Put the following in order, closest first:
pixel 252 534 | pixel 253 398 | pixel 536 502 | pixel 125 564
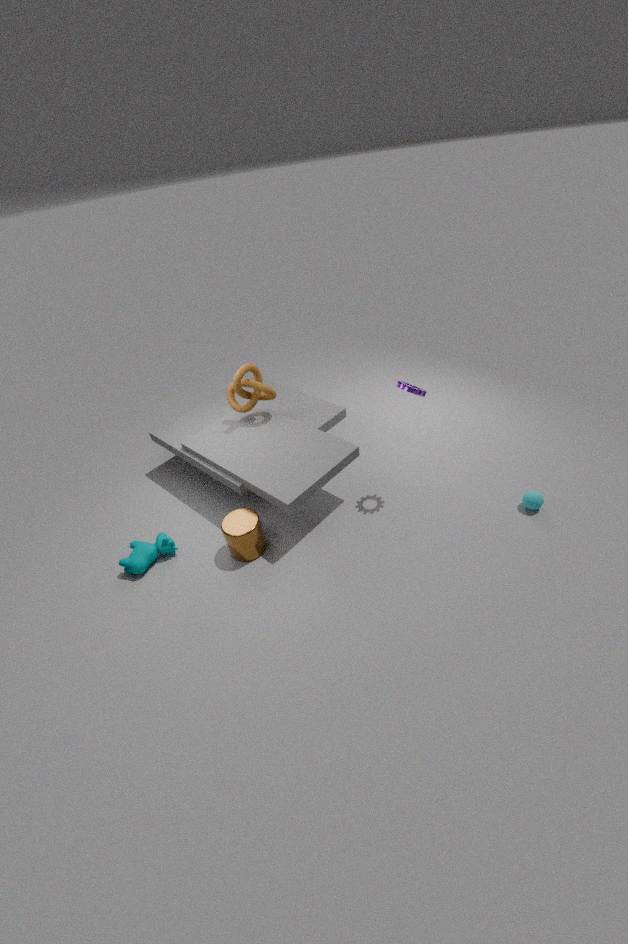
1. pixel 252 534
2. pixel 536 502
3. pixel 125 564
4. pixel 253 398
